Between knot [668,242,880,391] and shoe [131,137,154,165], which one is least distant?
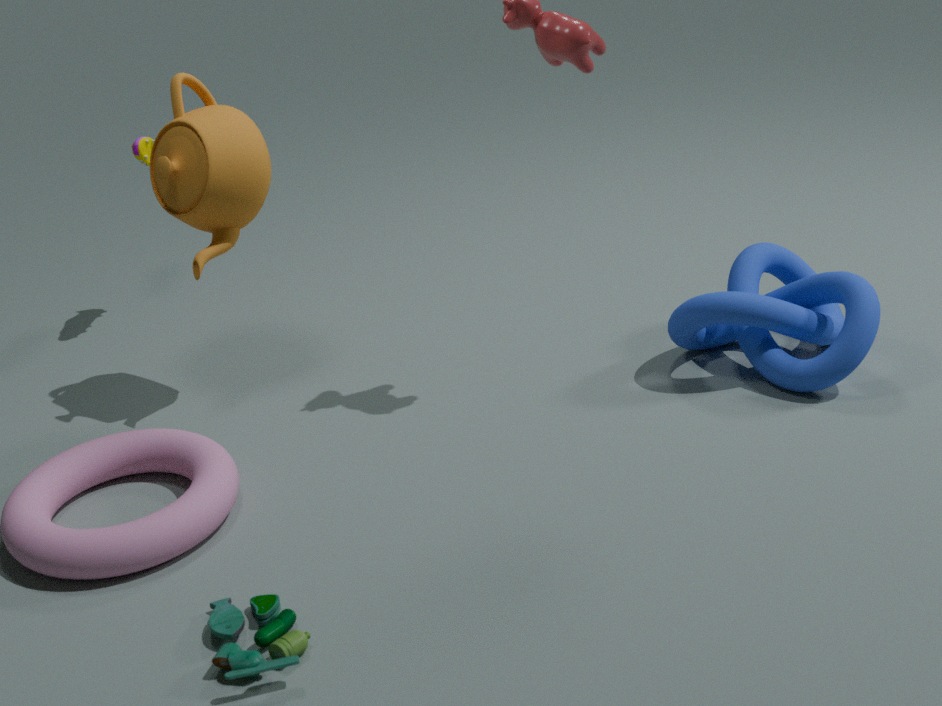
knot [668,242,880,391]
